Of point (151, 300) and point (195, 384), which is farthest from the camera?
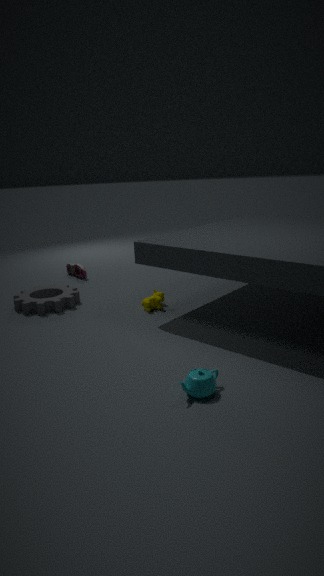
point (151, 300)
